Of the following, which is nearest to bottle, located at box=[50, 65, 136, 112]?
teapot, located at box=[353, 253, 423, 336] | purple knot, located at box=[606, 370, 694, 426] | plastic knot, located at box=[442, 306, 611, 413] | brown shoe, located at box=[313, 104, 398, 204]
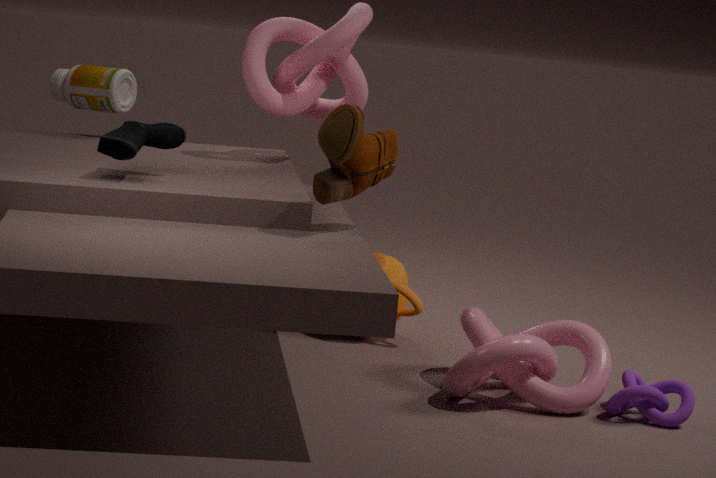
teapot, located at box=[353, 253, 423, 336]
